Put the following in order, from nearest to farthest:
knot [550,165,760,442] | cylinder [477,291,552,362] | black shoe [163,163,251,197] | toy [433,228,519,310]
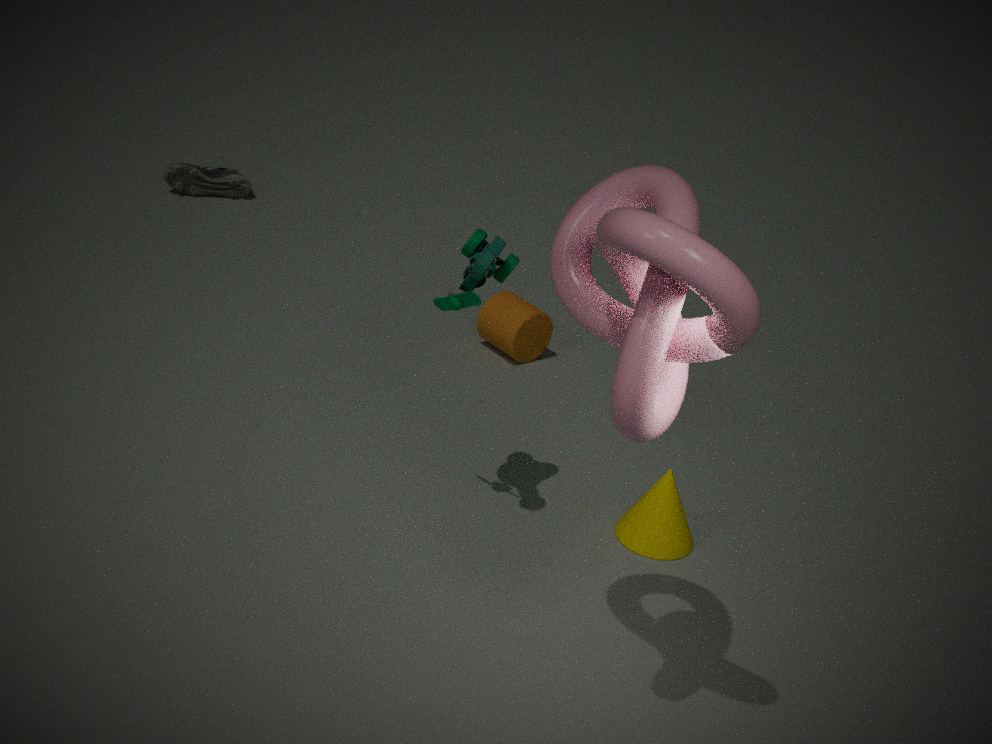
1. knot [550,165,760,442]
2. toy [433,228,519,310]
3. cylinder [477,291,552,362]
4. black shoe [163,163,251,197]
